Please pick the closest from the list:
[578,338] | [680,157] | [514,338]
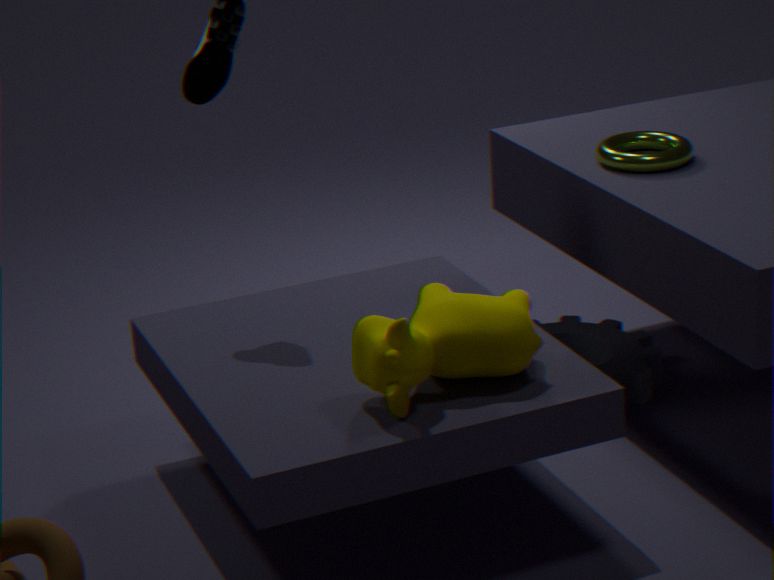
[514,338]
